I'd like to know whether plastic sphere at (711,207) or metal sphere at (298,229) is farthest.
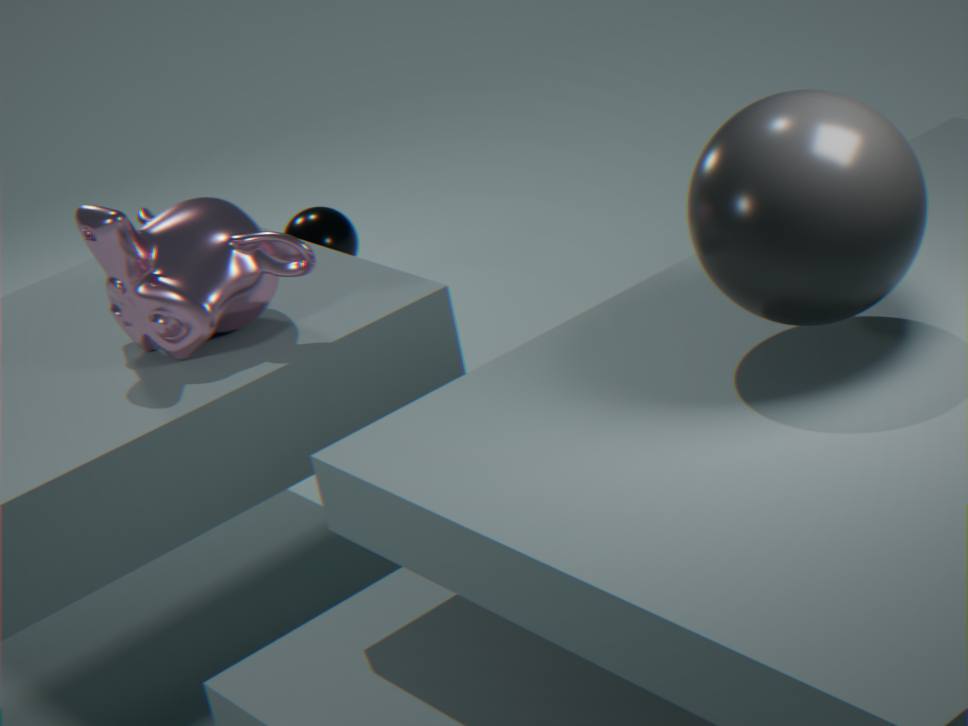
metal sphere at (298,229)
